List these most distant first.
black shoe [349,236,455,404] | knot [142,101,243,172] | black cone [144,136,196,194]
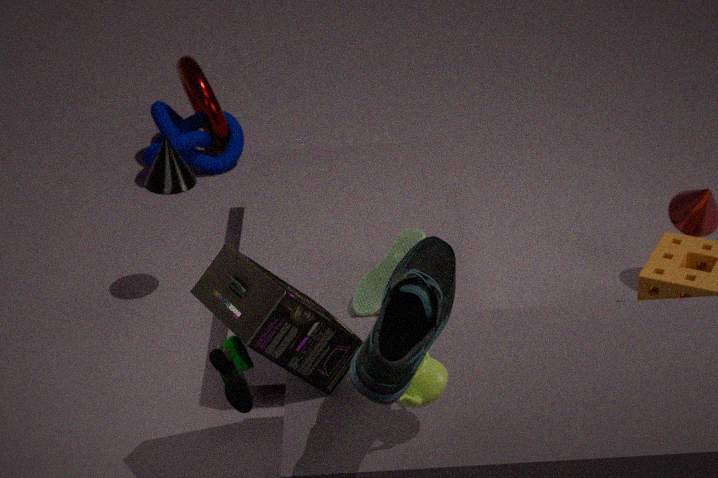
1. knot [142,101,243,172]
2. black cone [144,136,196,194]
3. black shoe [349,236,455,404]
